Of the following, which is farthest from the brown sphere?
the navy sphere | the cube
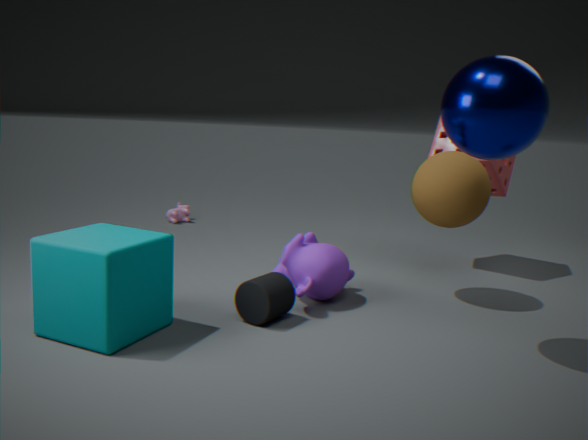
the cube
